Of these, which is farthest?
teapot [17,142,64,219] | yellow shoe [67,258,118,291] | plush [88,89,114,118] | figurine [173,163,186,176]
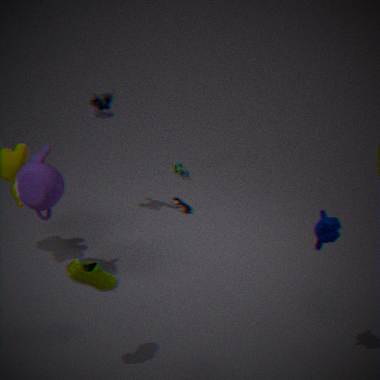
figurine [173,163,186,176]
